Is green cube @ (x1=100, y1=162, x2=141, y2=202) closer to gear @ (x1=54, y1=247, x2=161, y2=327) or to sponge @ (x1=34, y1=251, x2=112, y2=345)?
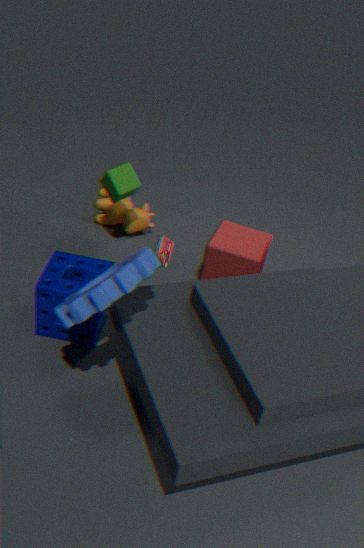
sponge @ (x1=34, y1=251, x2=112, y2=345)
